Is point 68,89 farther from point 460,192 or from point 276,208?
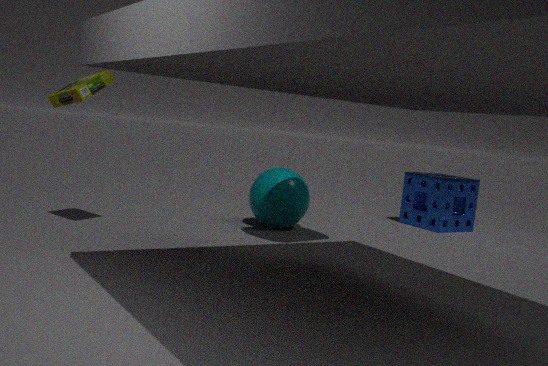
point 460,192
